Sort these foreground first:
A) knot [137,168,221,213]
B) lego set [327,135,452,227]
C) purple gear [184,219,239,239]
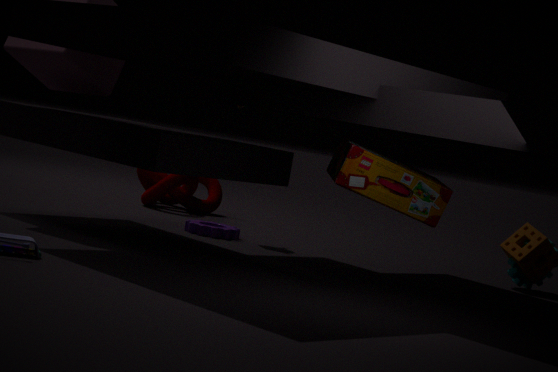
lego set [327,135,452,227], purple gear [184,219,239,239], knot [137,168,221,213]
